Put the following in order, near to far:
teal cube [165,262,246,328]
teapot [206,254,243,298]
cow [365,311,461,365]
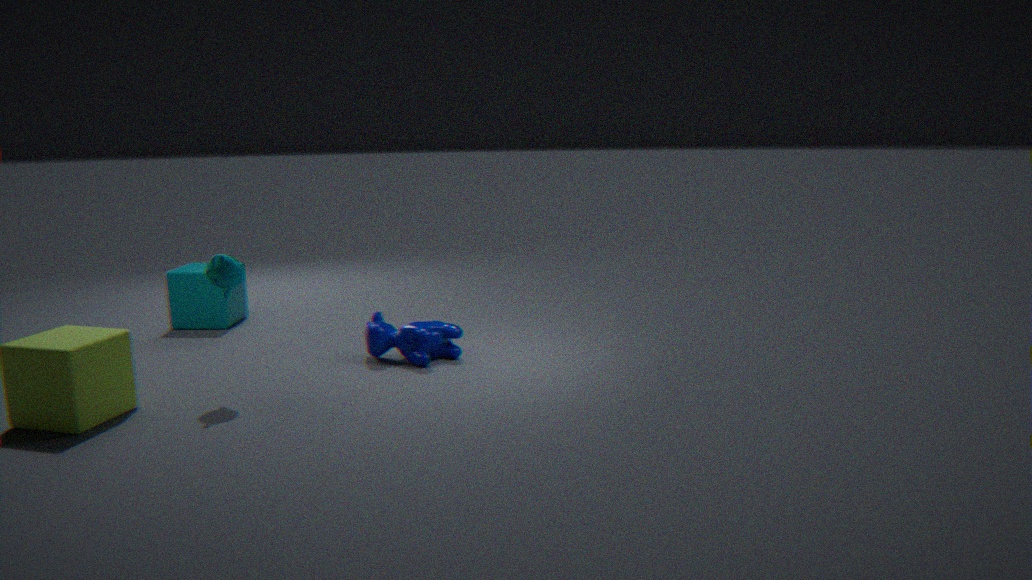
teapot [206,254,243,298]
cow [365,311,461,365]
teal cube [165,262,246,328]
